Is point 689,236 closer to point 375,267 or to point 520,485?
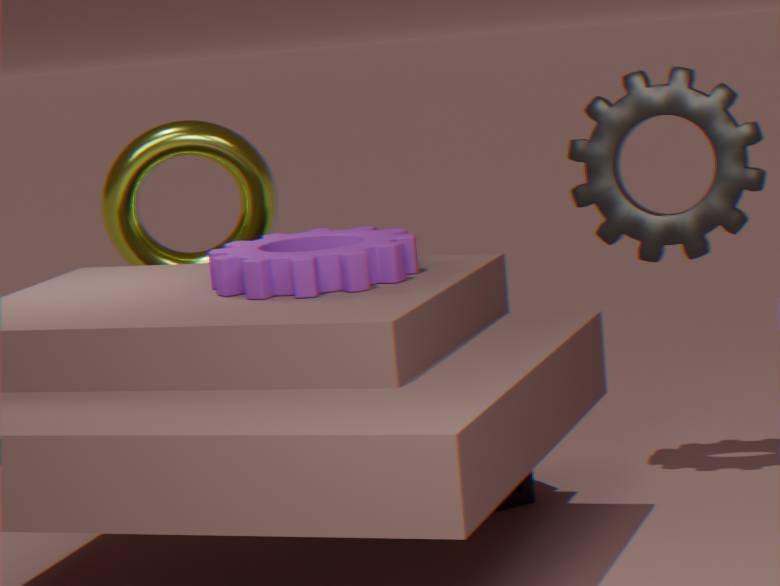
point 520,485
